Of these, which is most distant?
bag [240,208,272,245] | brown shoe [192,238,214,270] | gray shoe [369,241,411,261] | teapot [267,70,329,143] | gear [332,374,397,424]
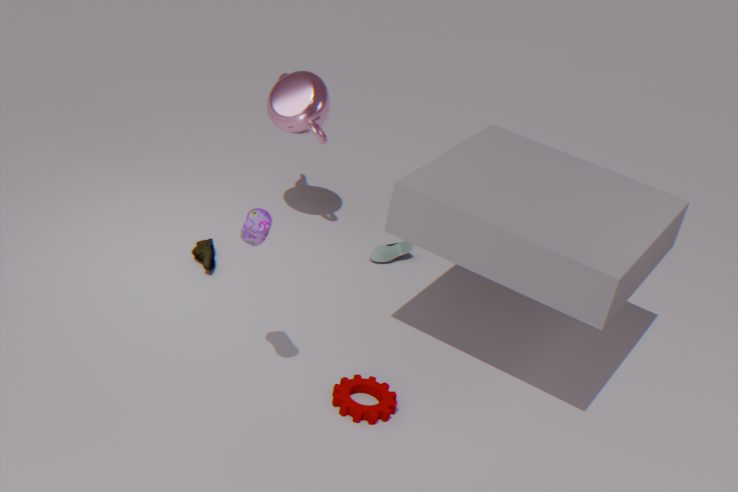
gray shoe [369,241,411,261]
